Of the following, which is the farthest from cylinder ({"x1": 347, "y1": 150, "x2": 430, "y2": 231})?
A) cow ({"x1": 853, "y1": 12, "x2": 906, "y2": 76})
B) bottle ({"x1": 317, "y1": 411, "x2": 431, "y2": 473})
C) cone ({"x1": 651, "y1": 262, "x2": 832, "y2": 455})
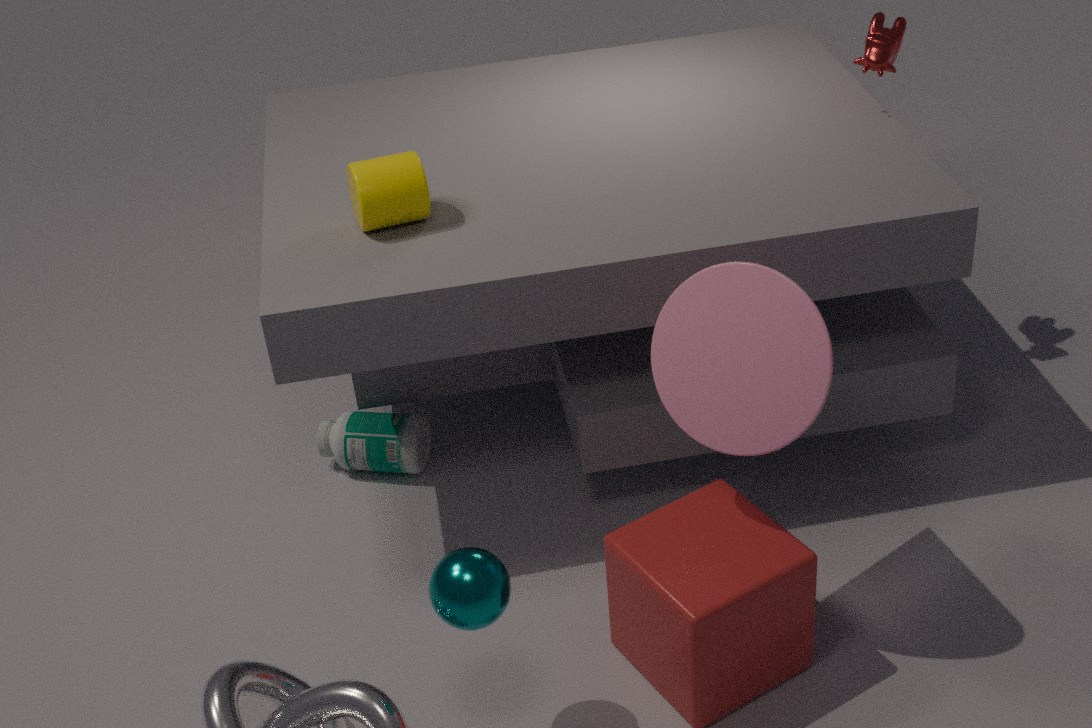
cow ({"x1": 853, "y1": 12, "x2": 906, "y2": 76})
